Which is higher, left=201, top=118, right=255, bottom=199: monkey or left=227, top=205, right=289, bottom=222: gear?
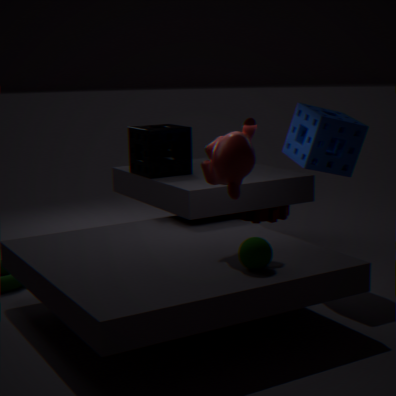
left=201, top=118, right=255, bottom=199: monkey
